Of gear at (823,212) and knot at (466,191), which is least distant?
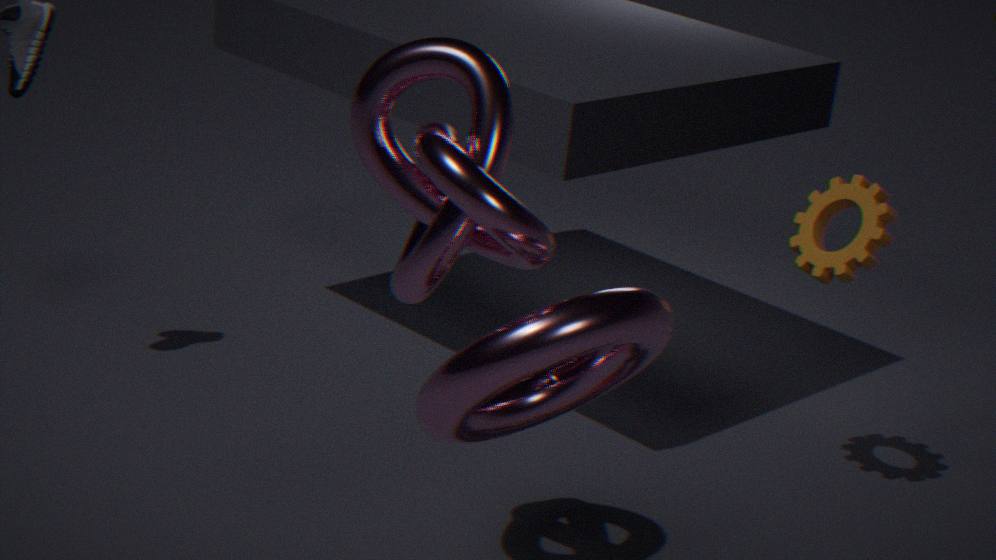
knot at (466,191)
